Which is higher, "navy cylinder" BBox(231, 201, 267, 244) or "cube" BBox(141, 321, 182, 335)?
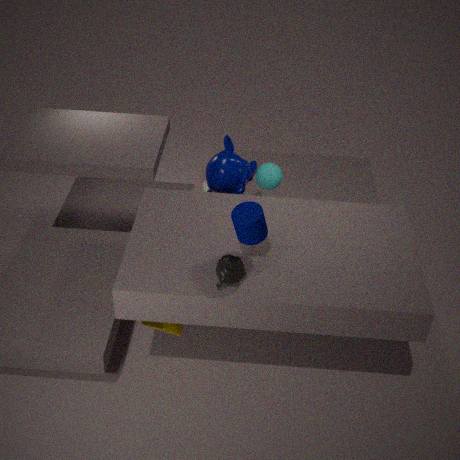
"navy cylinder" BBox(231, 201, 267, 244)
